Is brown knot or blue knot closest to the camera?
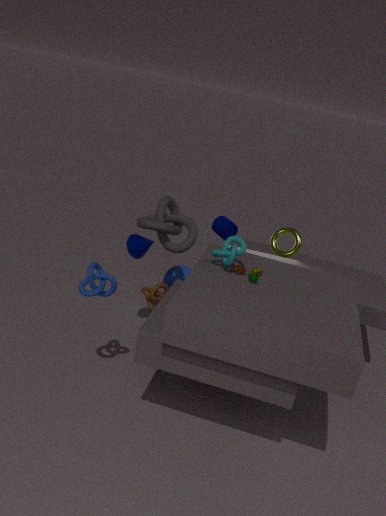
blue knot
